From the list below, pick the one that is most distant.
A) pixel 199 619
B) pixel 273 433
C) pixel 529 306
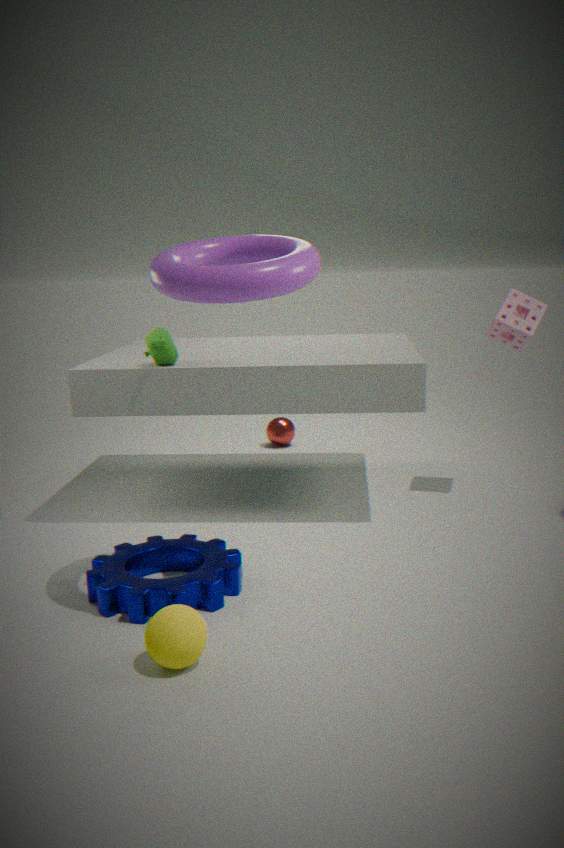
pixel 273 433
